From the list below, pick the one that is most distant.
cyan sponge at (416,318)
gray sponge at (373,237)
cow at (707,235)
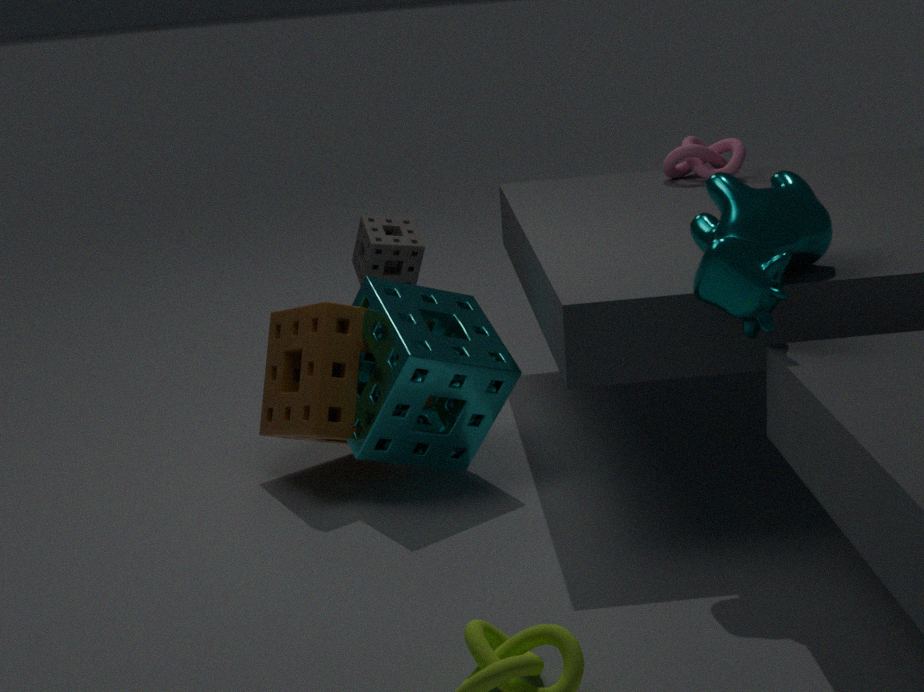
gray sponge at (373,237)
